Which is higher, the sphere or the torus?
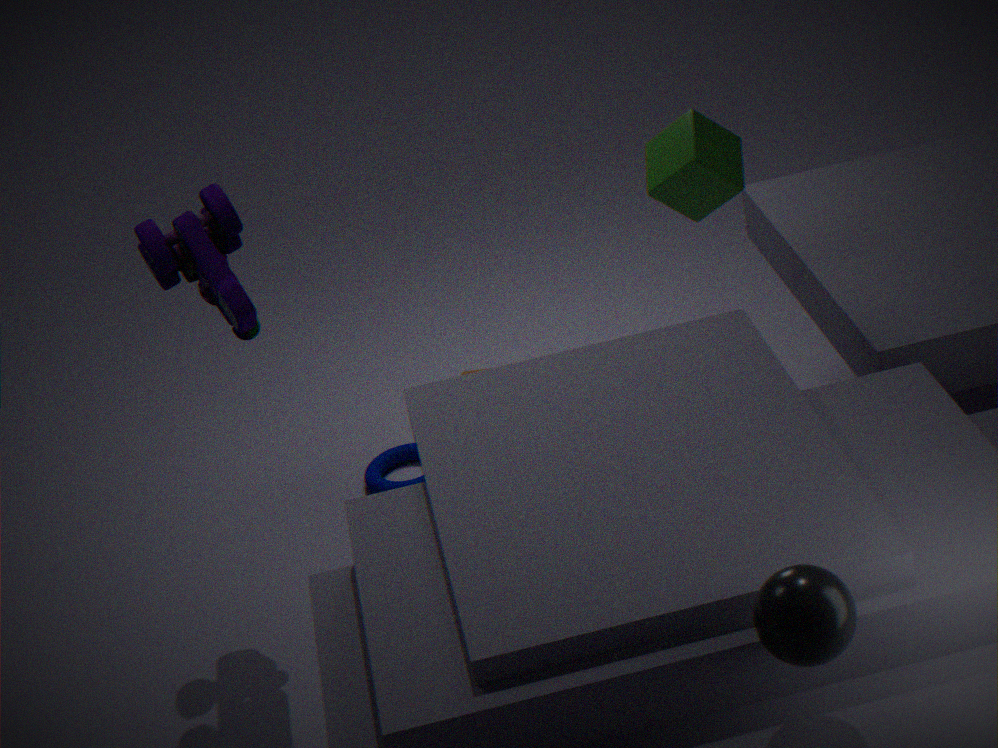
the sphere
